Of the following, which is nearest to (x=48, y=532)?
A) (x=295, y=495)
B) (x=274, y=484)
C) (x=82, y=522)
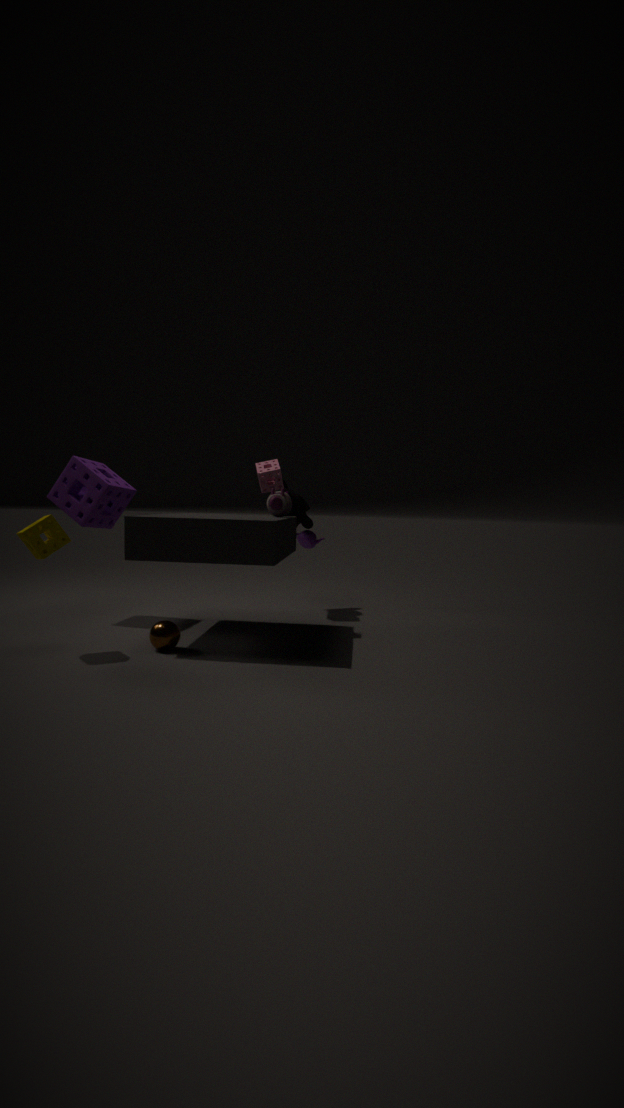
(x=82, y=522)
